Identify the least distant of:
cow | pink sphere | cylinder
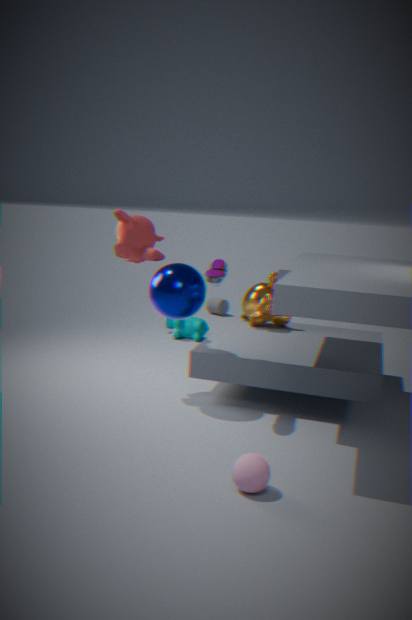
pink sphere
